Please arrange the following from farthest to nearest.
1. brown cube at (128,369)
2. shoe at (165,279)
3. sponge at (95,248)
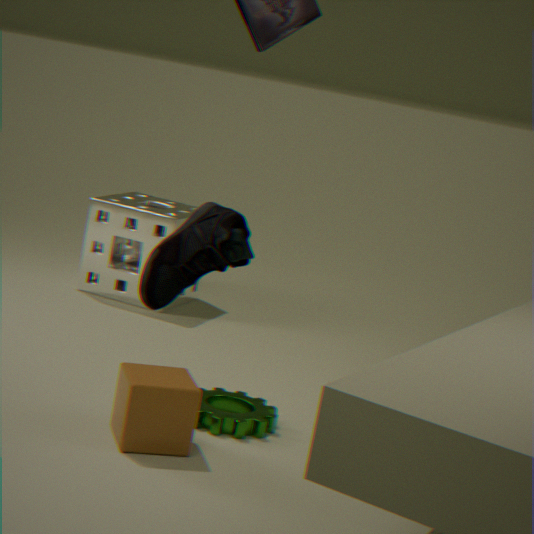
sponge at (95,248)
brown cube at (128,369)
shoe at (165,279)
